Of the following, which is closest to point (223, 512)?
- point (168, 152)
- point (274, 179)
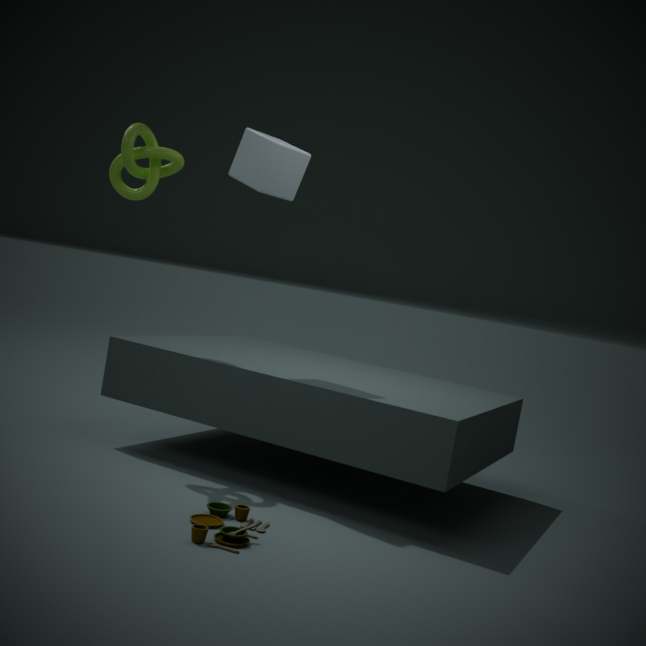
point (274, 179)
